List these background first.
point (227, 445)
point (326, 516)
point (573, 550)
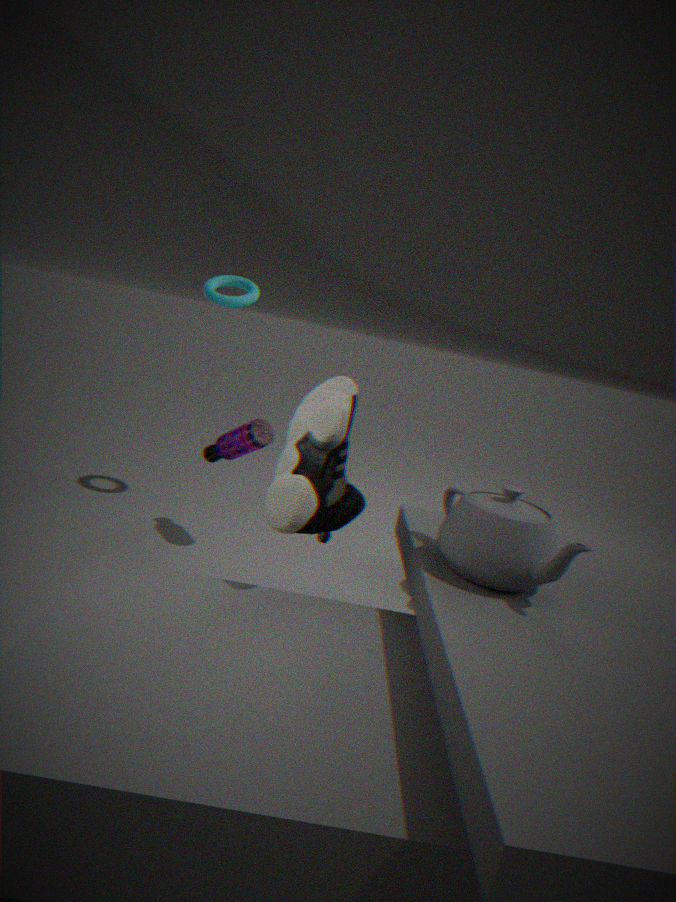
point (227, 445), point (326, 516), point (573, 550)
